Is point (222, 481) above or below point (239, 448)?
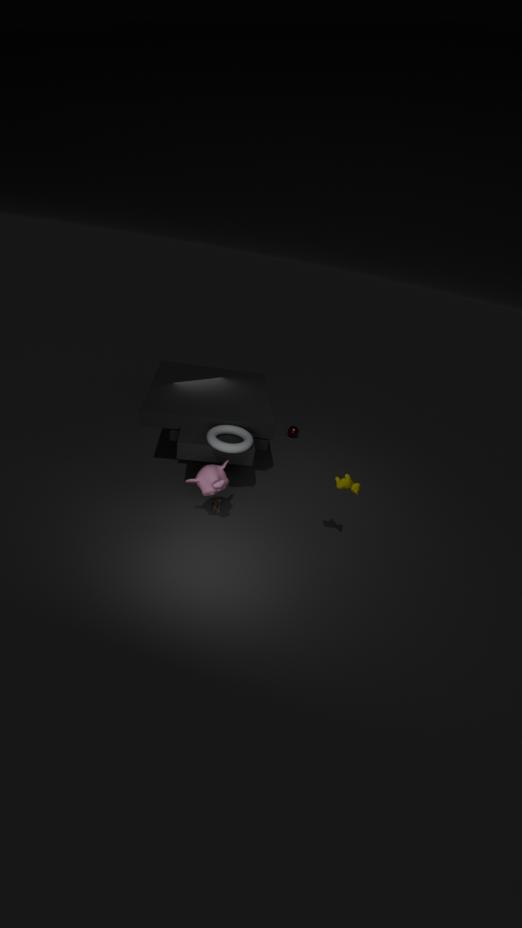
below
